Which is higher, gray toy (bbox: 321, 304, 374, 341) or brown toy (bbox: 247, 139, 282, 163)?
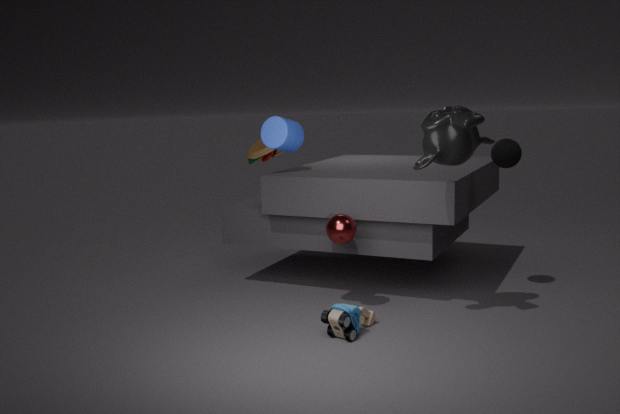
brown toy (bbox: 247, 139, 282, 163)
